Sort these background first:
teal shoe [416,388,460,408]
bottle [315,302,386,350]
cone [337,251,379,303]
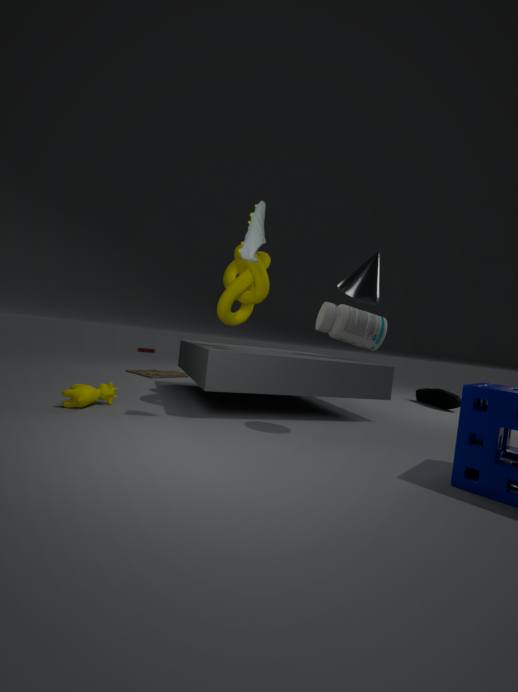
1. teal shoe [416,388,460,408]
2. bottle [315,302,386,350]
3. cone [337,251,379,303]
